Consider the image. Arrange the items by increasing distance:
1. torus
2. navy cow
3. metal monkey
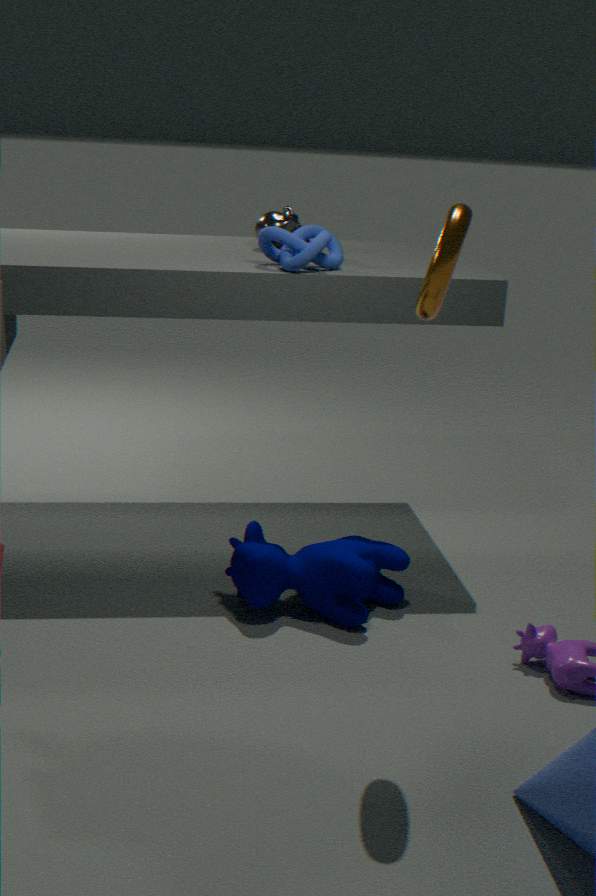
torus → navy cow → metal monkey
